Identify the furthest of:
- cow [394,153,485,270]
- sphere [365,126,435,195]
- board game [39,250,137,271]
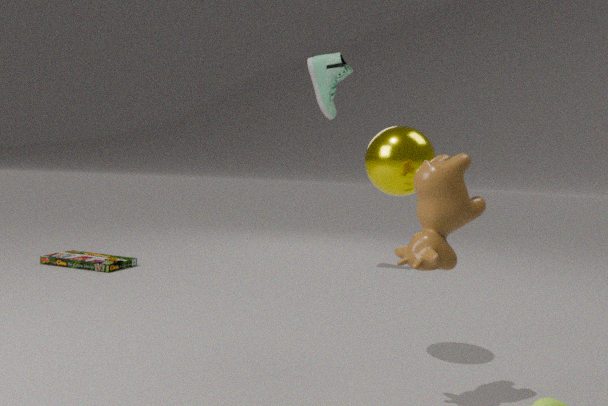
board game [39,250,137,271]
